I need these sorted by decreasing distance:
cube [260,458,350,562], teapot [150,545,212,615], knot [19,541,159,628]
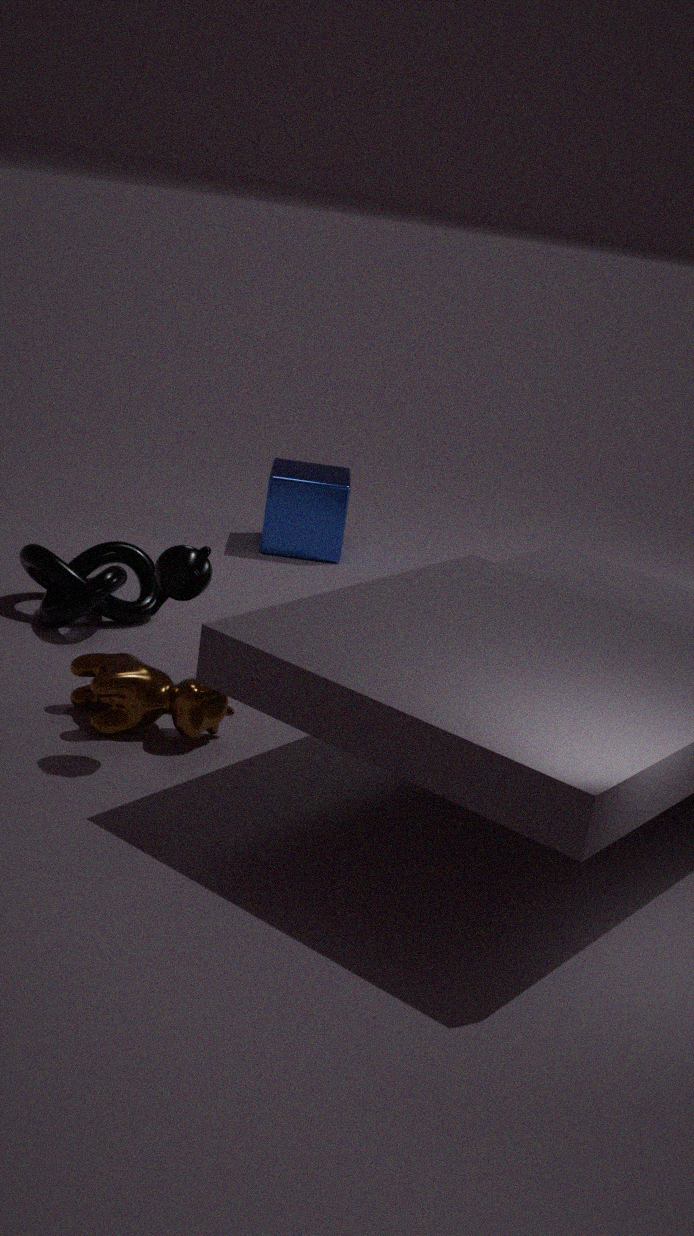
1. cube [260,458,350,562]
2. knot [19,541,159,628]
3. teapot [150,545,212,615]
